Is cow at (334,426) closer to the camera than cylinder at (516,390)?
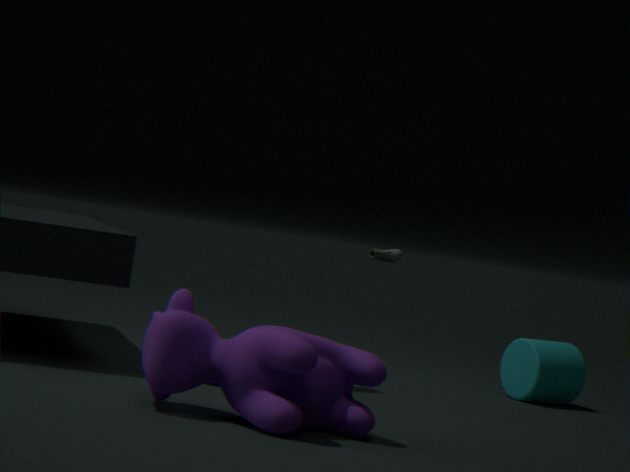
Yes
